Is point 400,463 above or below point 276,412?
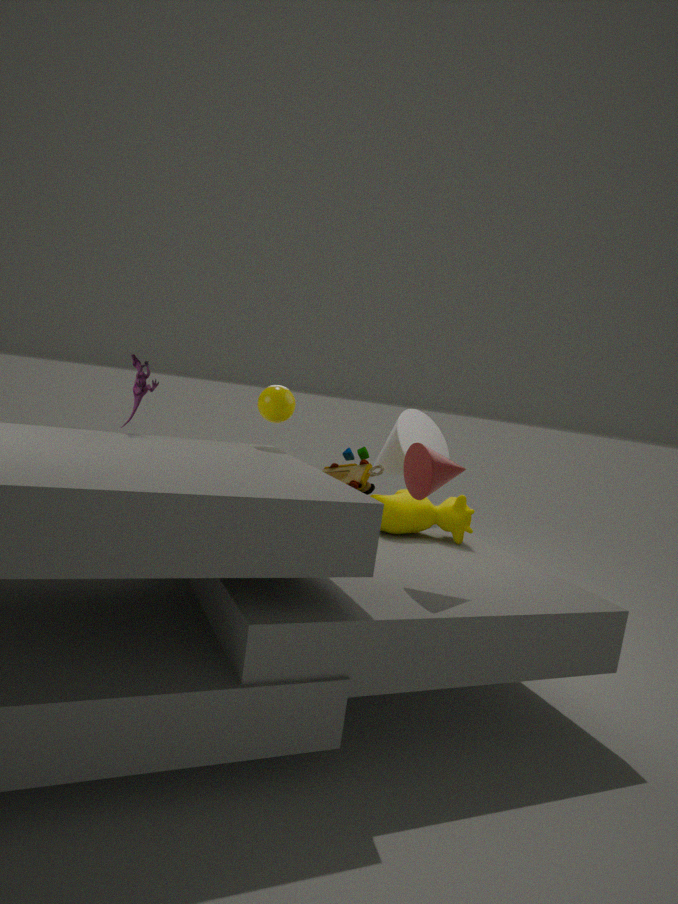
below
